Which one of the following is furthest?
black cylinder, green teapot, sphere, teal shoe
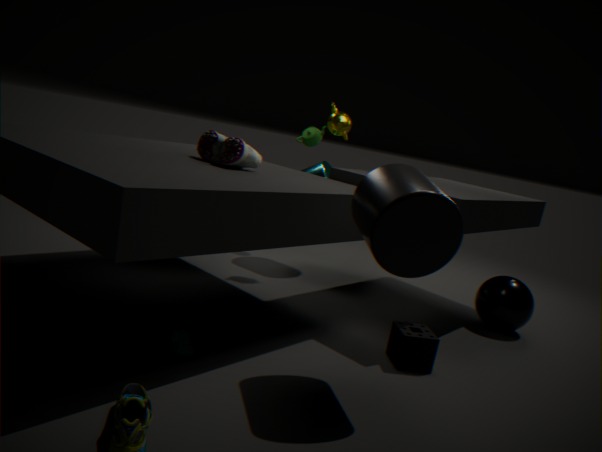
green teapot
